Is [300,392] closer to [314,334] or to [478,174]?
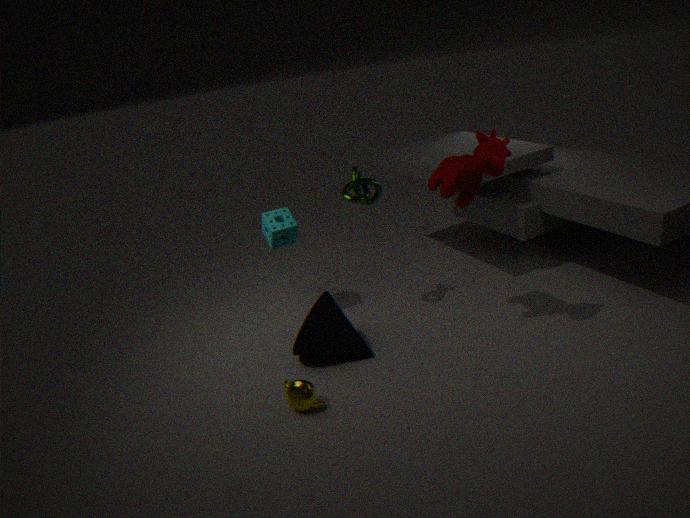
[314,334]
